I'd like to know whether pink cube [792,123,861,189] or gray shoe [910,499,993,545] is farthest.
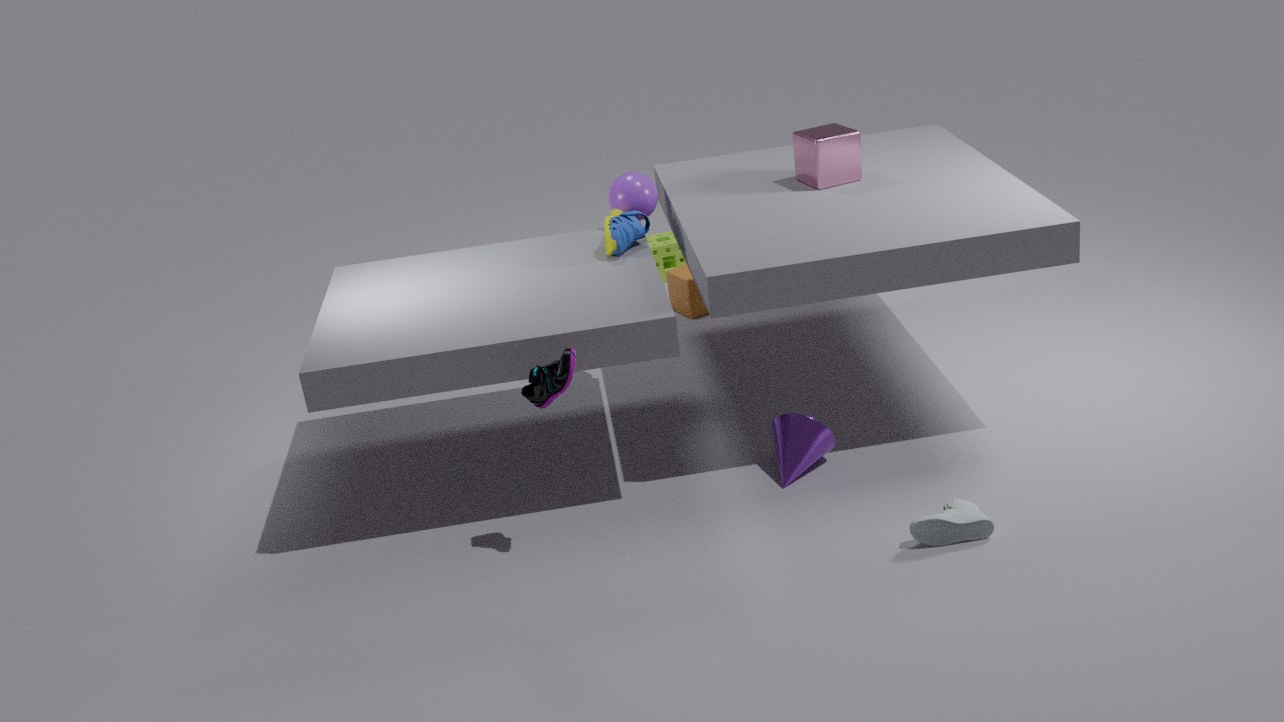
pink cube [792,123,861,189]
